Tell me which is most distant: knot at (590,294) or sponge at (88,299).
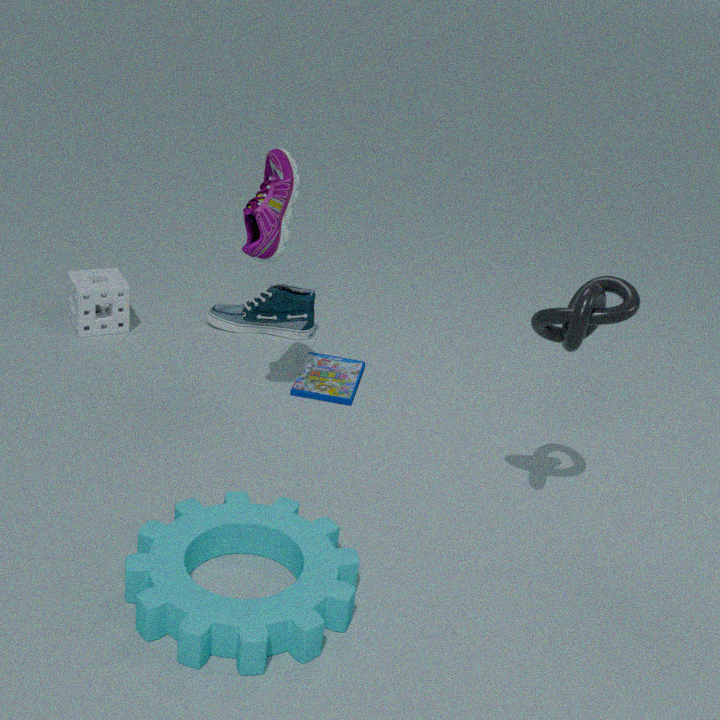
sponge at (88,299)
